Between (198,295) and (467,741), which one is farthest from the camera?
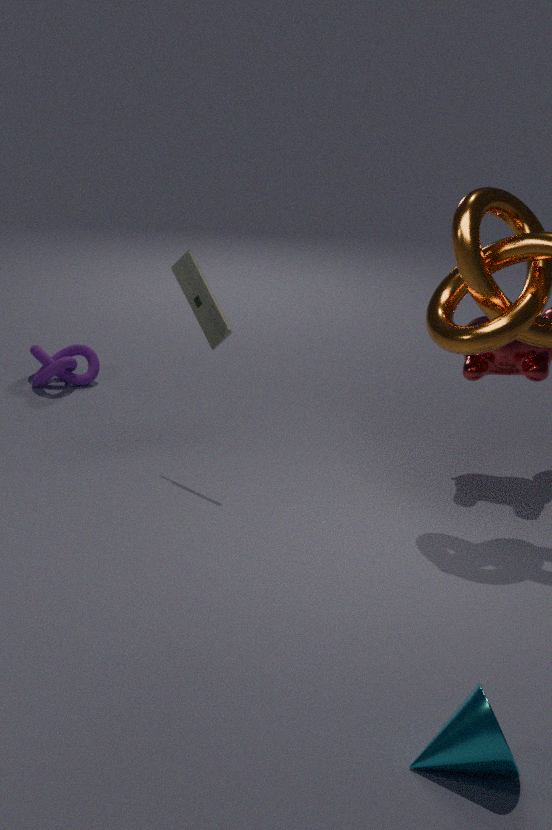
(198,295)
